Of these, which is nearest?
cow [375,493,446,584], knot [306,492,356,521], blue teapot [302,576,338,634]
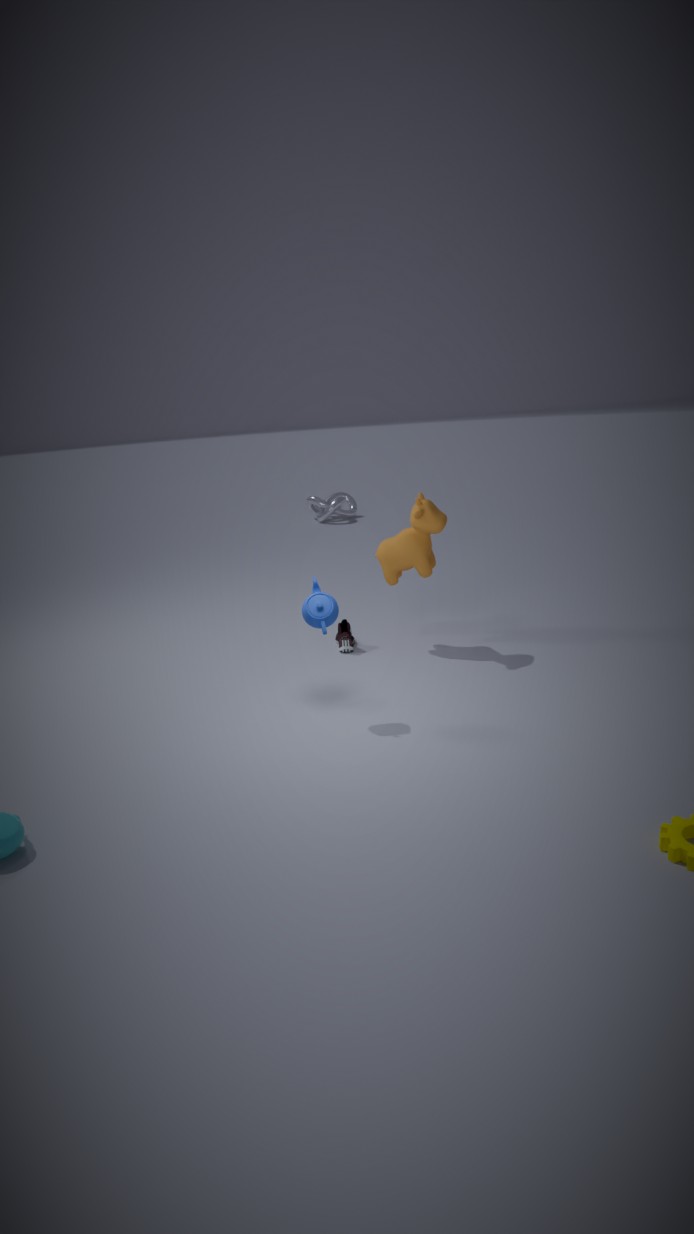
blue teapot [302,576,338,634]
